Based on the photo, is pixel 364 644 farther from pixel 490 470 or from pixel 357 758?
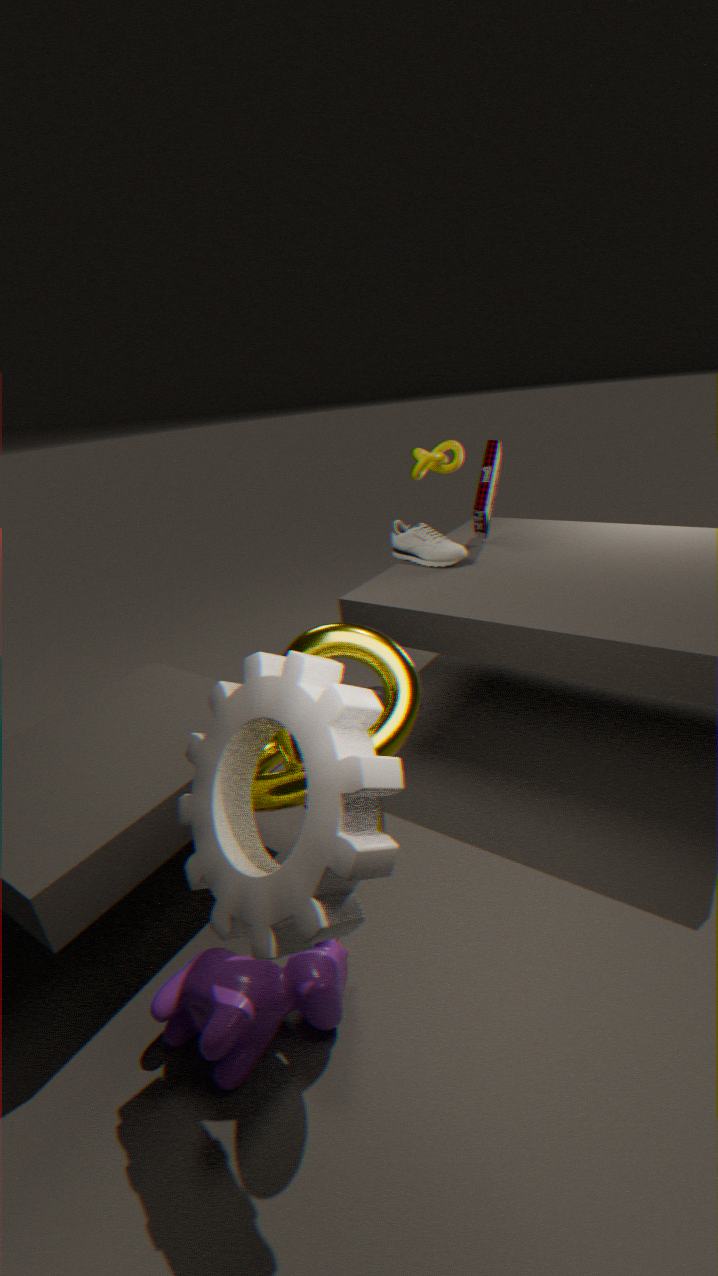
pixel 490 470
